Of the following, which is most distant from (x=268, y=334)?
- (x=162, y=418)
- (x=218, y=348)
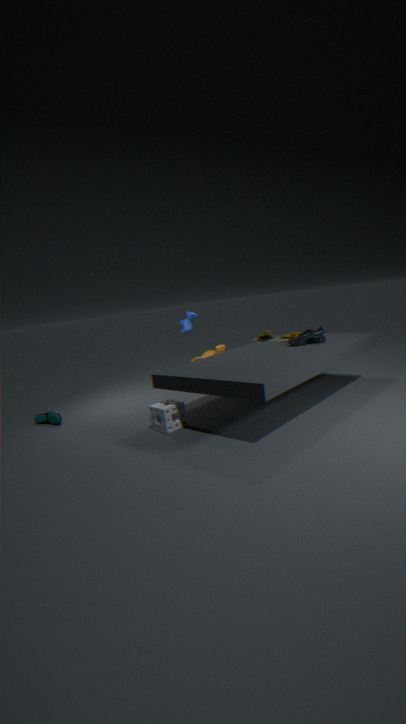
(x=162, y=418)
